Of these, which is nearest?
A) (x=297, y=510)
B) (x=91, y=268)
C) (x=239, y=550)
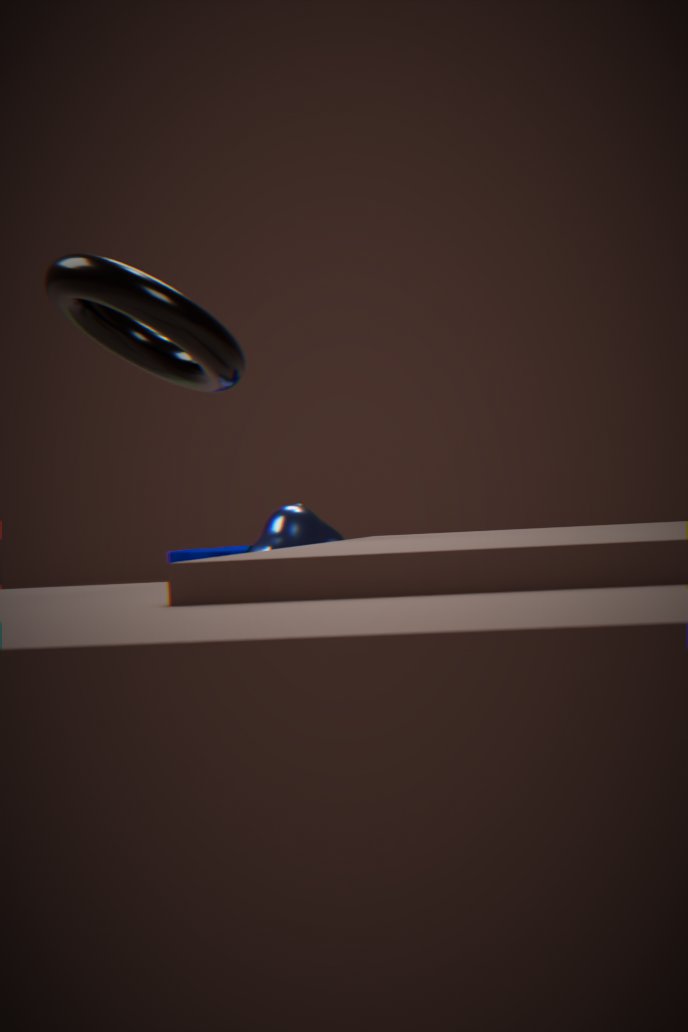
(x=91, y=268)
